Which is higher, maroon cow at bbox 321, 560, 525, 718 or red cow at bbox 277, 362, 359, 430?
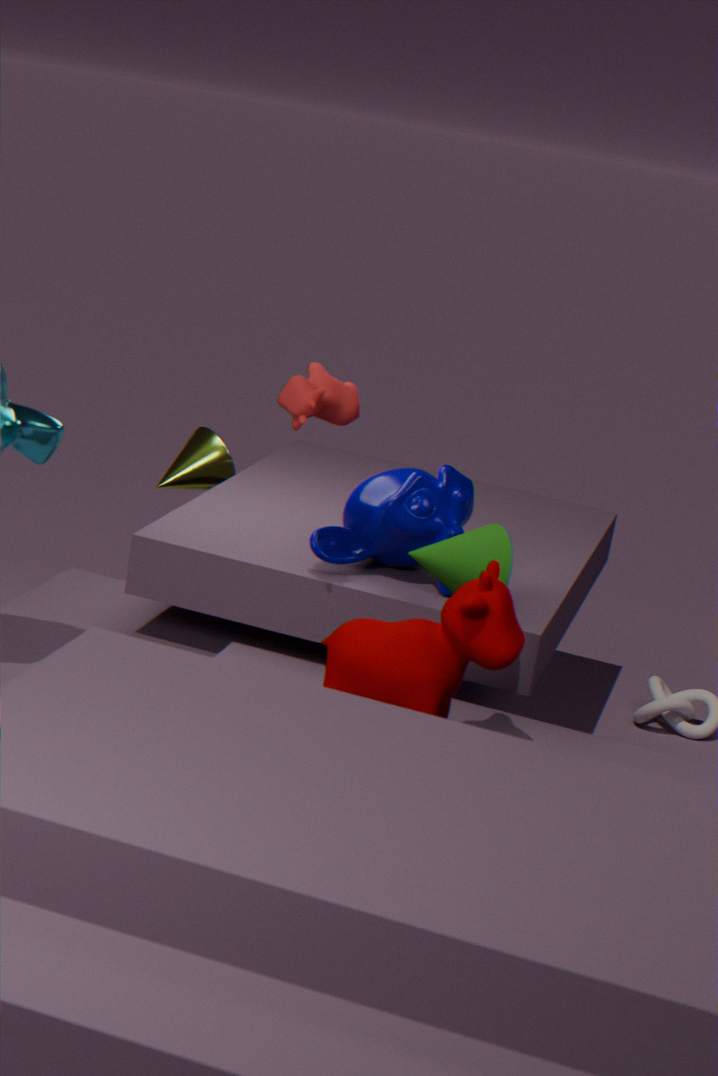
red cow at bbox 277, 362, 359, 430
